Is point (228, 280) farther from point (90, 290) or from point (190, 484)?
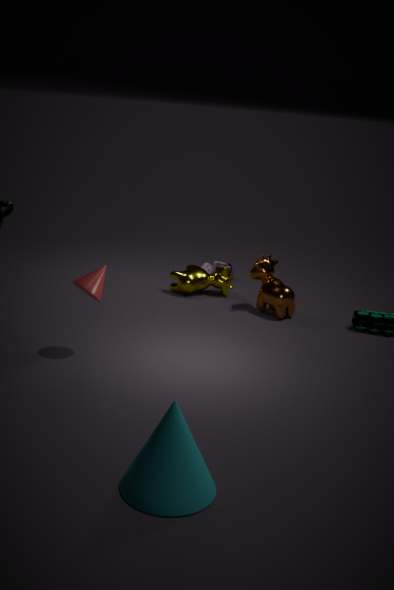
point (190, 484)
